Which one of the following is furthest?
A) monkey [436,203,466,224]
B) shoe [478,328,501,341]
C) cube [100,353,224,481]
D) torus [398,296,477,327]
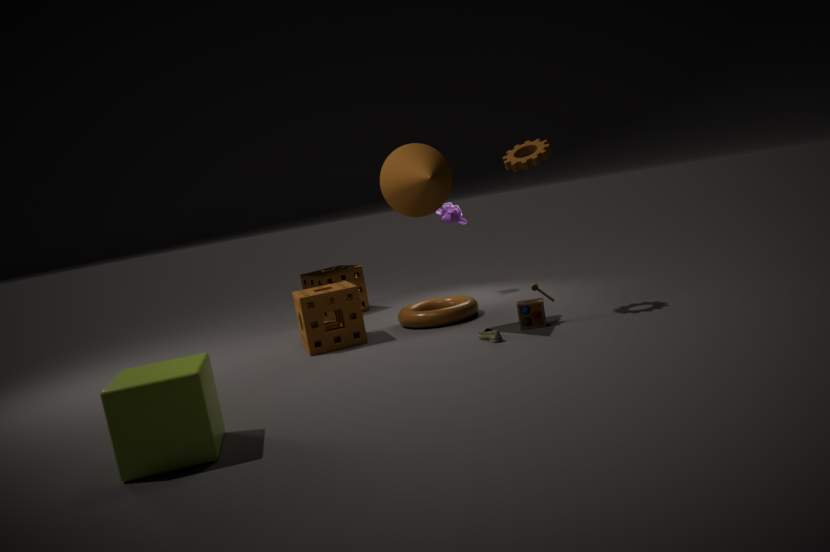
monkey [436,203,466,224]
